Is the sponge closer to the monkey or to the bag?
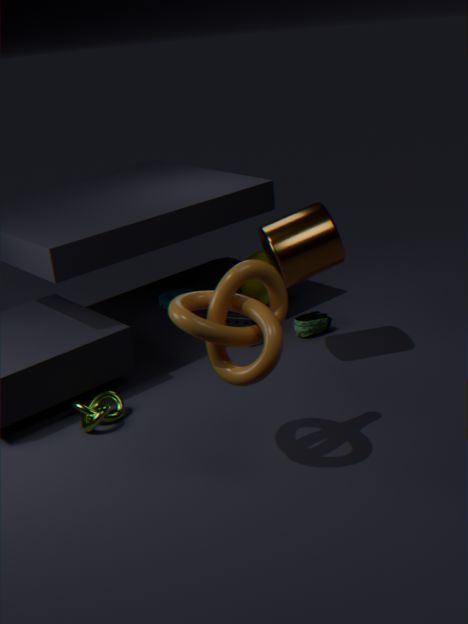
the bag
